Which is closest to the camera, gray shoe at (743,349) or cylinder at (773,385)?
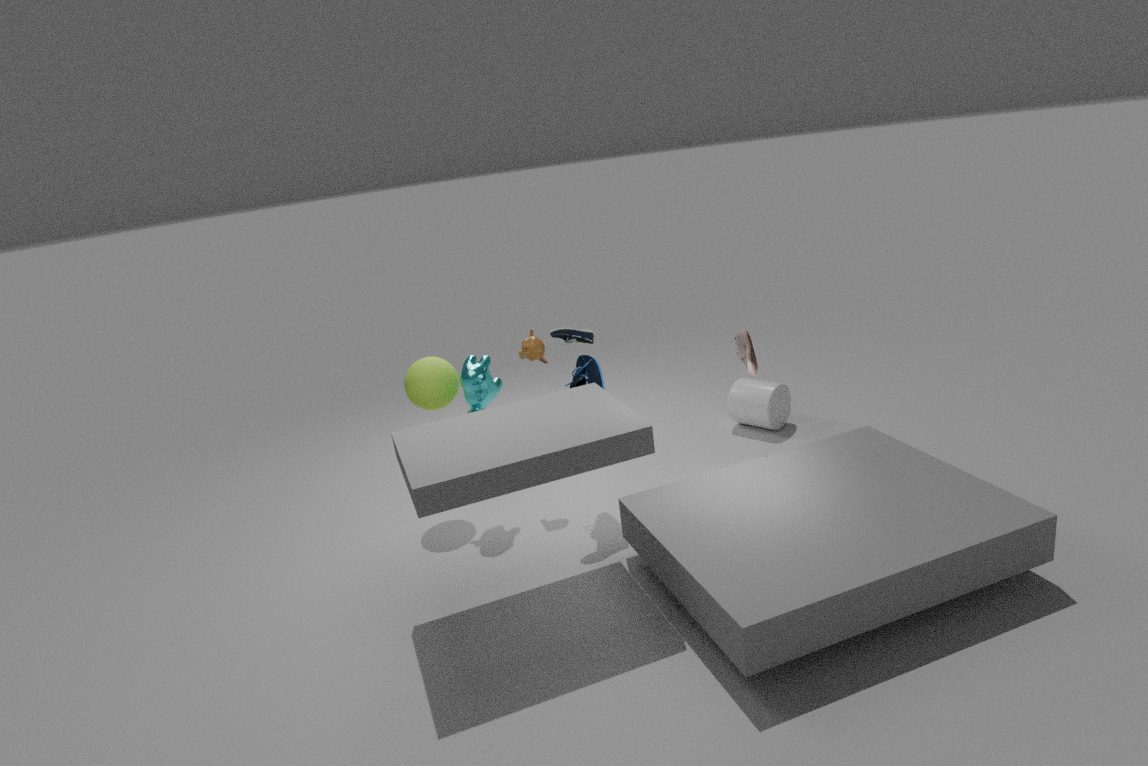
gray shoe at (743,349)
